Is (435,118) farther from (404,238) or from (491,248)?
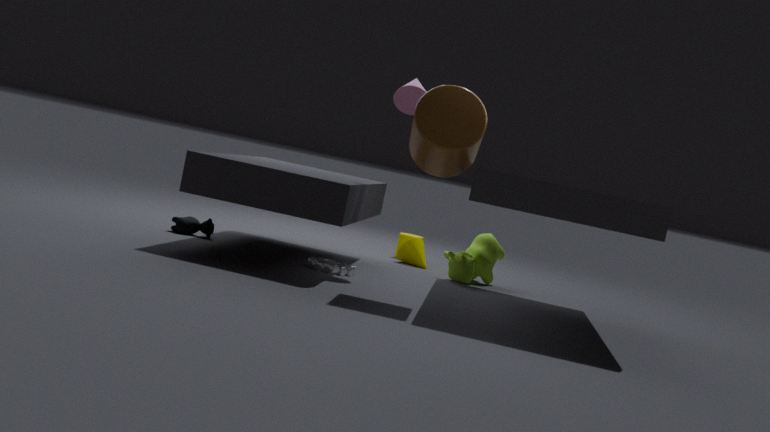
(404,238)
